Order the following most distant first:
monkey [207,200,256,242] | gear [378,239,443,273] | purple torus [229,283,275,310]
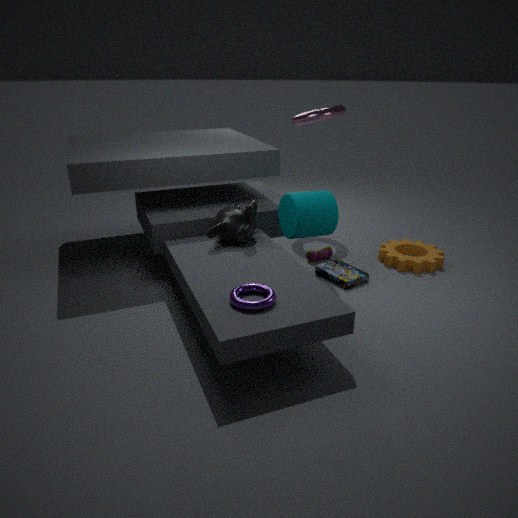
gear [378,239,443,273]
monkey [207,200,256,242]
purple torus [229,283,275,310]
